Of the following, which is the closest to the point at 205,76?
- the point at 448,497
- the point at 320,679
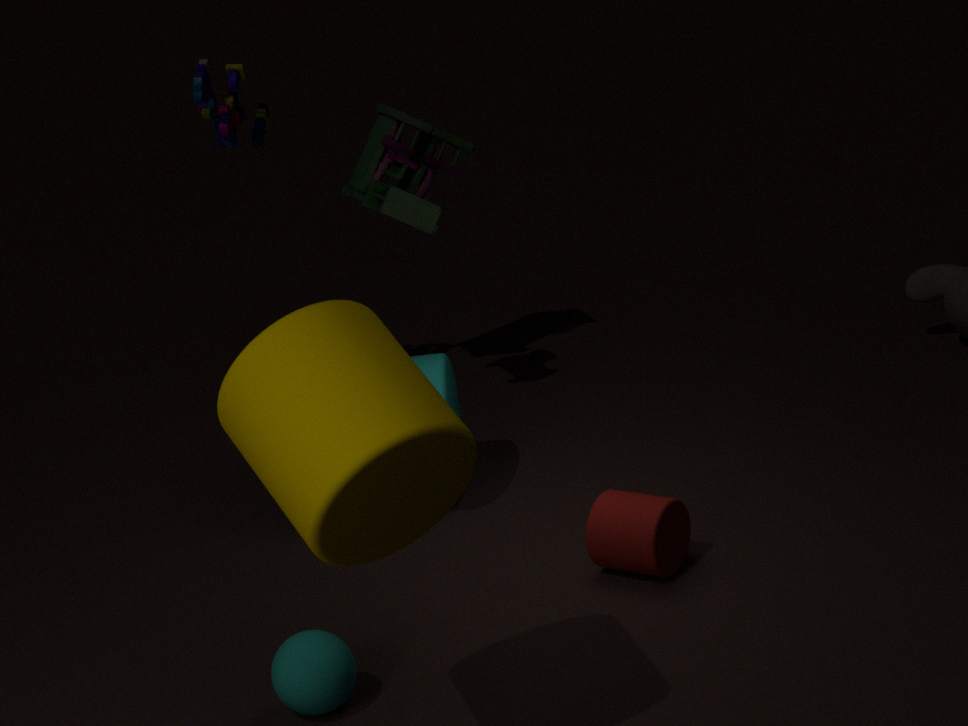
the point at 320,679
